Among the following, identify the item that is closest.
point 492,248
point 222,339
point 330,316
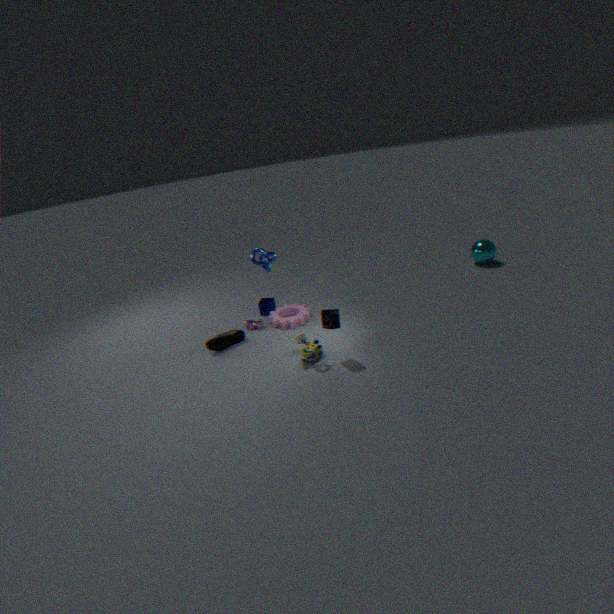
point 330,316
